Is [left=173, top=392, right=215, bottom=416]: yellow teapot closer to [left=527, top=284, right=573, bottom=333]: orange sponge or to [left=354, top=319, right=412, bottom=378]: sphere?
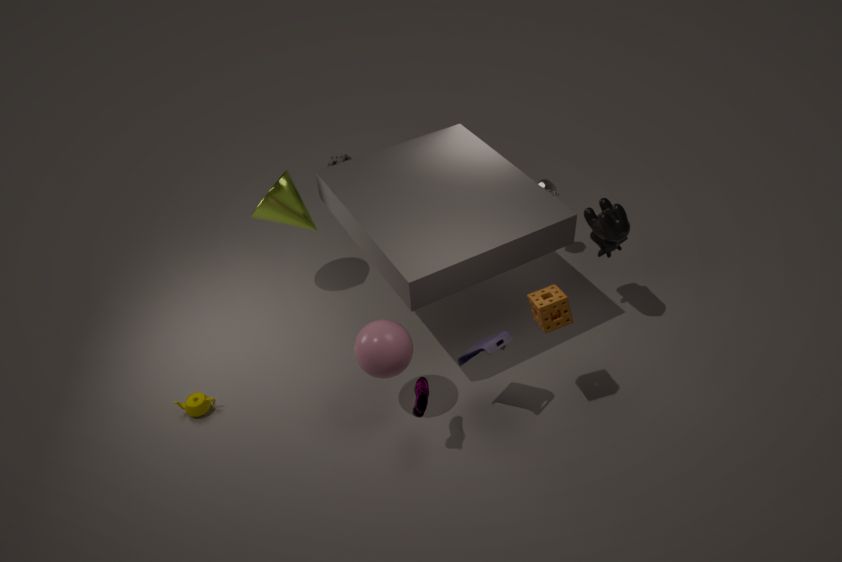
[left=354, top=319, right=412, bottom=378]: sphere
